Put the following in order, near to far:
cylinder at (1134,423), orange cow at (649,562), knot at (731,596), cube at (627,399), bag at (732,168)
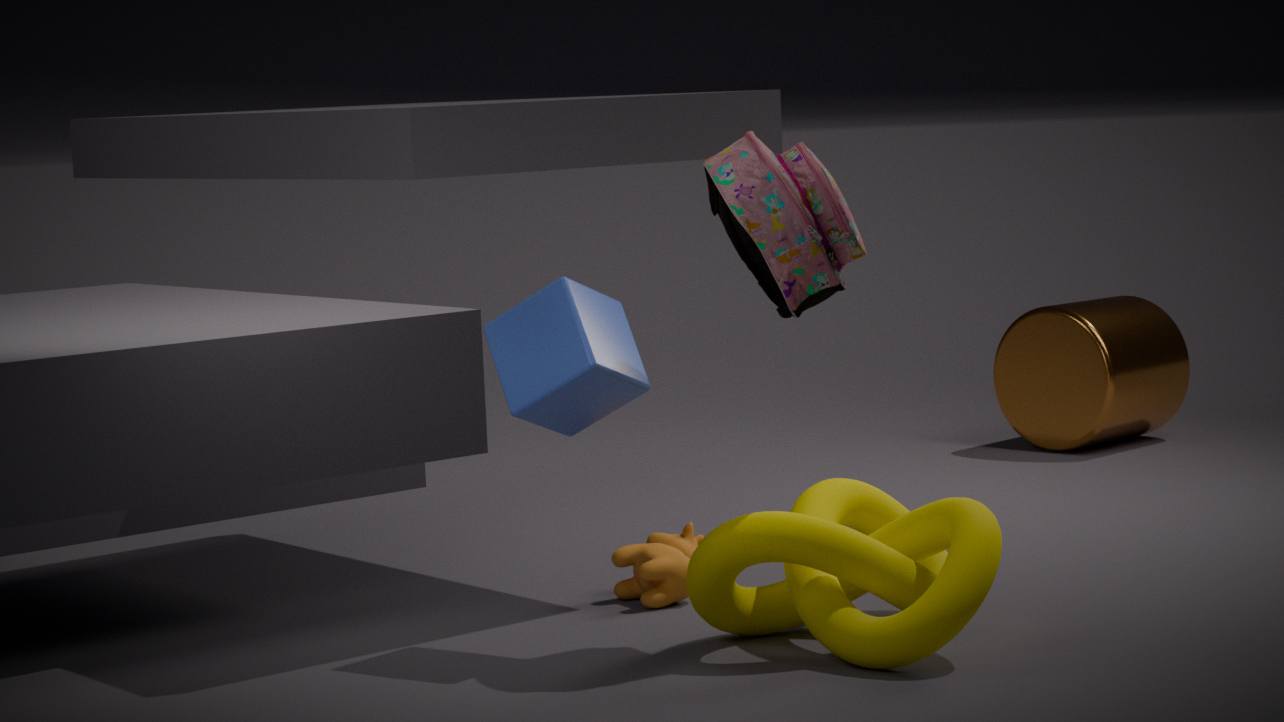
knot at (731,596) < bag at (732,168) < cube at (627,399) < orange cow at (649,562) < cylinder at (1134,423)
